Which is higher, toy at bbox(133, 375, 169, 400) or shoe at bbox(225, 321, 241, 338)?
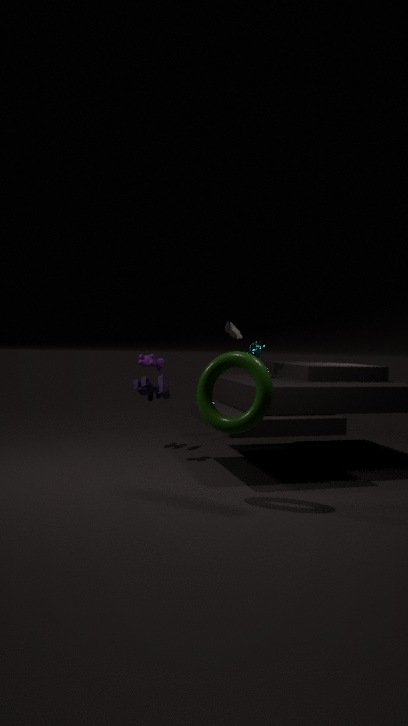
shoe at bbox(225, 321, 241, 338)
